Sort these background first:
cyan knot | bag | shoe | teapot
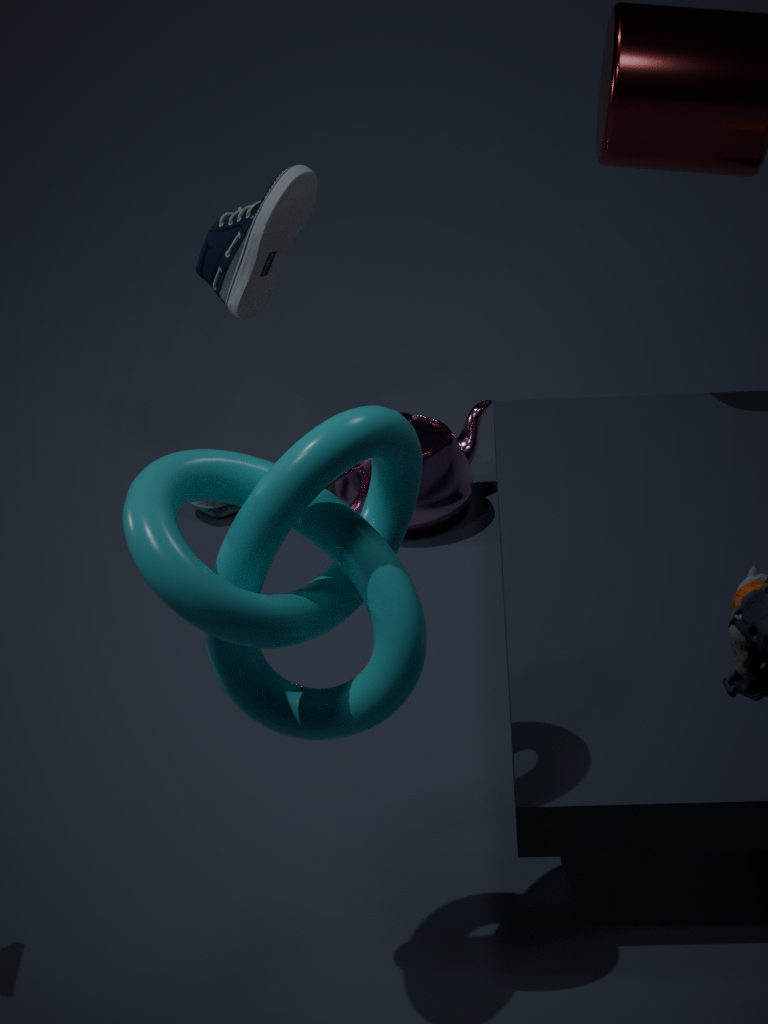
bag → teapot → shoe → cyan knot
